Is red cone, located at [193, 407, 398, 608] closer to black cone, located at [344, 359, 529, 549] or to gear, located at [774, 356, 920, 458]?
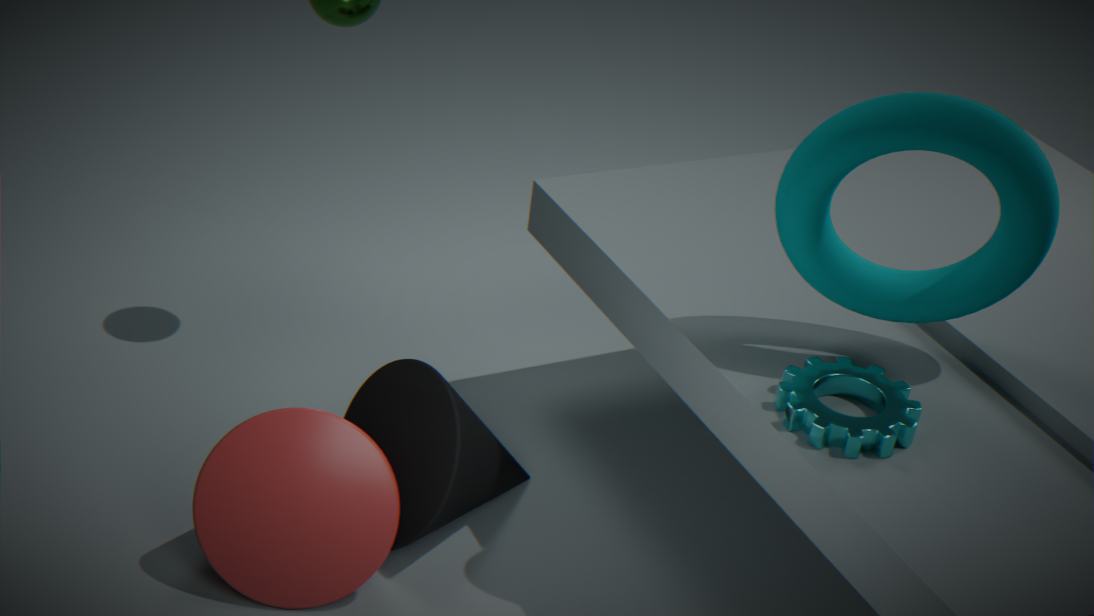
black cone, located at [344, 359, 529, 549]
